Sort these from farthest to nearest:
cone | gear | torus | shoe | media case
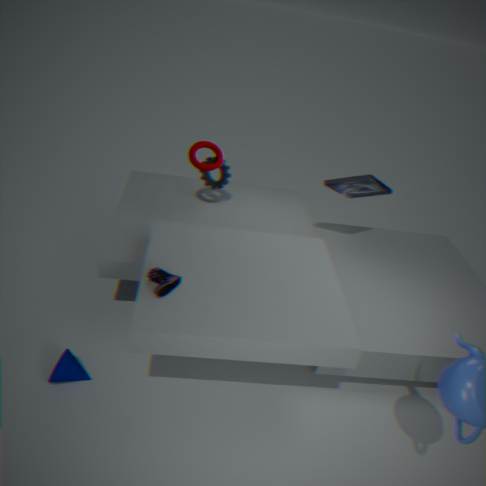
gear < torus < media case < cone < shoe
